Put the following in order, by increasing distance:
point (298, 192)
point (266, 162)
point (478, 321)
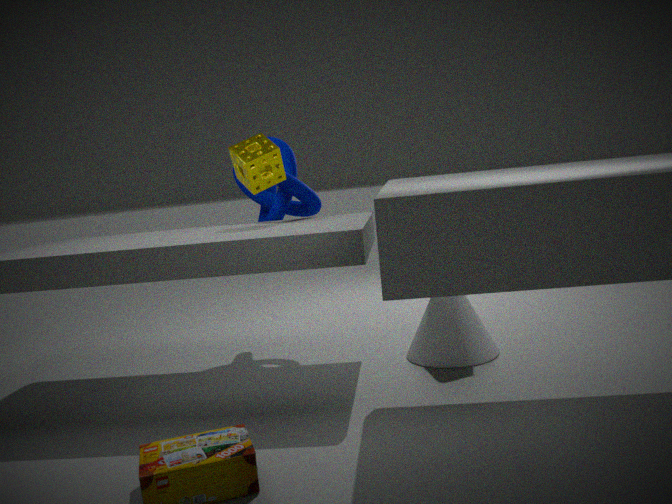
point (266, 162) < point (478, 321) < point (298, 192)
